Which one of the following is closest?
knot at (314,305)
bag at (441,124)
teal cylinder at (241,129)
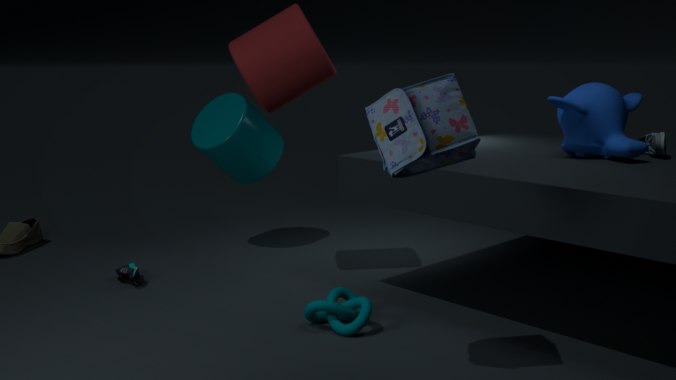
bag at (441,124)
